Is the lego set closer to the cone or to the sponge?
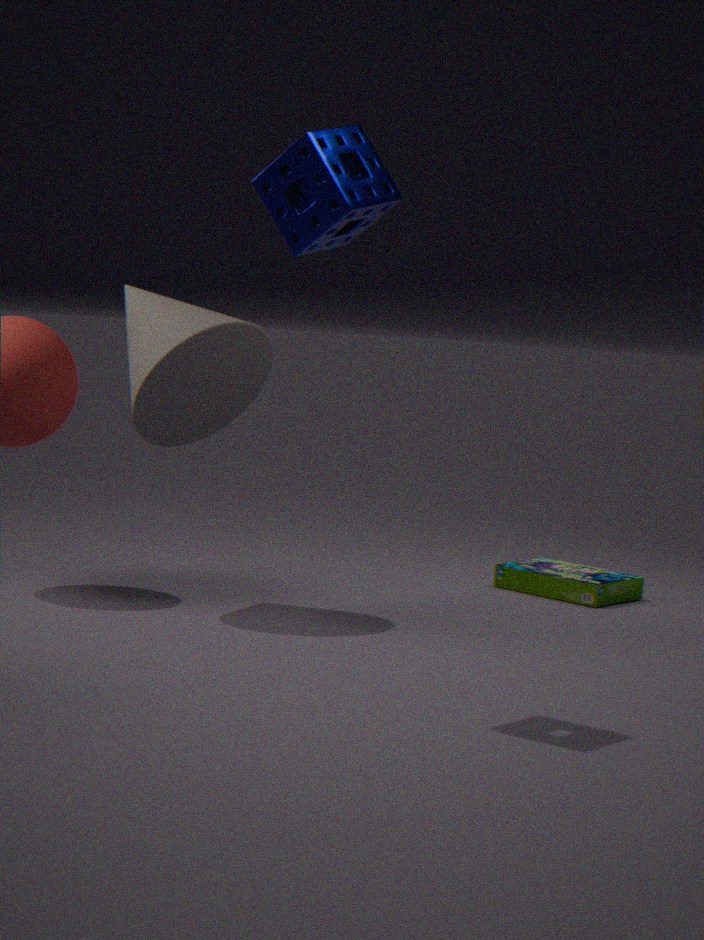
the cone
